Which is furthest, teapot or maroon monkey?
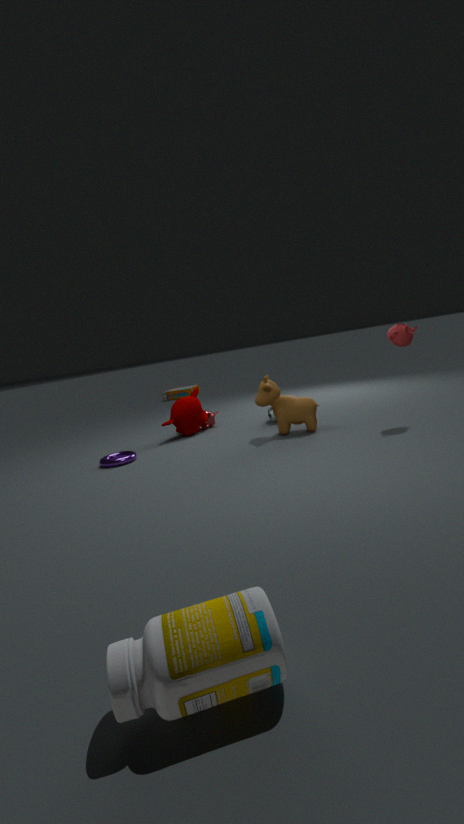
maroon monkey
